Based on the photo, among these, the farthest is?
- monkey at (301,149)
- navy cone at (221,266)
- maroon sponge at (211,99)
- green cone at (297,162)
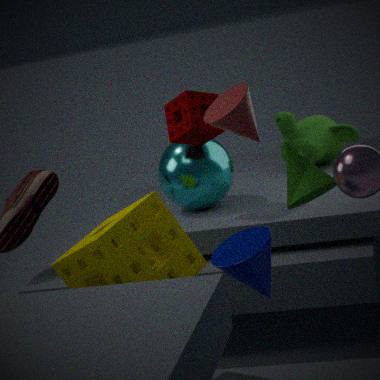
monkey at (301,149)
